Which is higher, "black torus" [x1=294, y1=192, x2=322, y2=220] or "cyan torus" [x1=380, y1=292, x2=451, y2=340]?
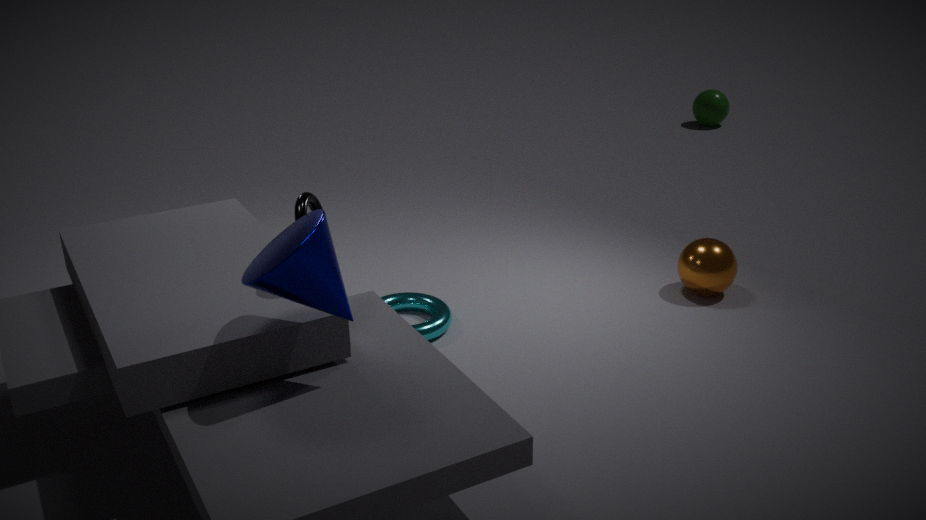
"black torus" [x1=294, y1=192, x2=322, y2=220]
